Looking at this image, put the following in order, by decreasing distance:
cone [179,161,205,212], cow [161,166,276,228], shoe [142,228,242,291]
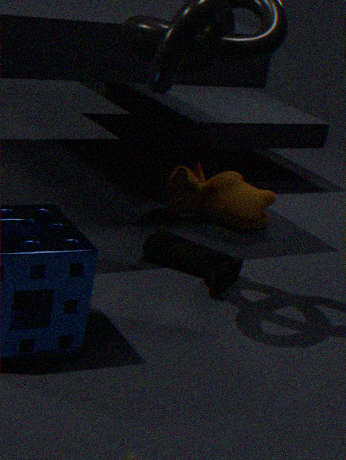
1. cone [179,161,205,212]
2. cow [161,166,276,228]
3. shoe [142,228,242,291]
